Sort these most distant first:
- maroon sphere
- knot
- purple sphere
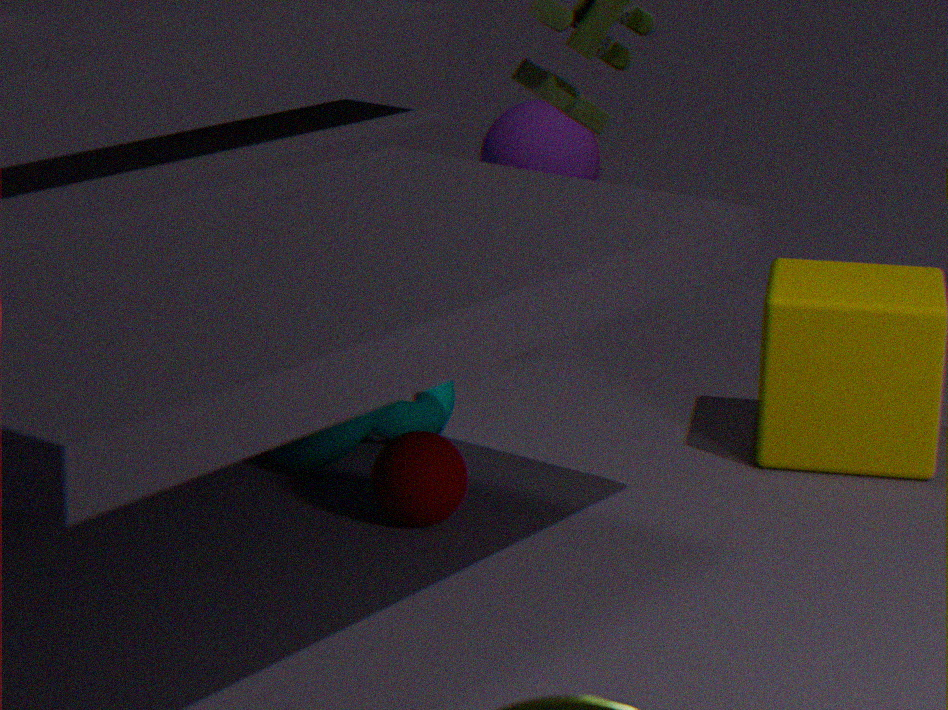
purple sphere < knot < maroon sphere
